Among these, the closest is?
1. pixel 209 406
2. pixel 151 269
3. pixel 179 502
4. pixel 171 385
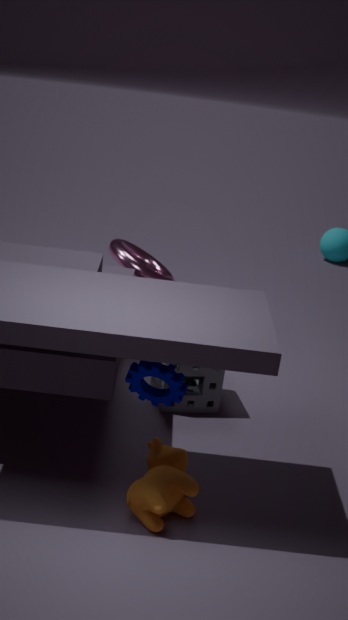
pixel 171 385
